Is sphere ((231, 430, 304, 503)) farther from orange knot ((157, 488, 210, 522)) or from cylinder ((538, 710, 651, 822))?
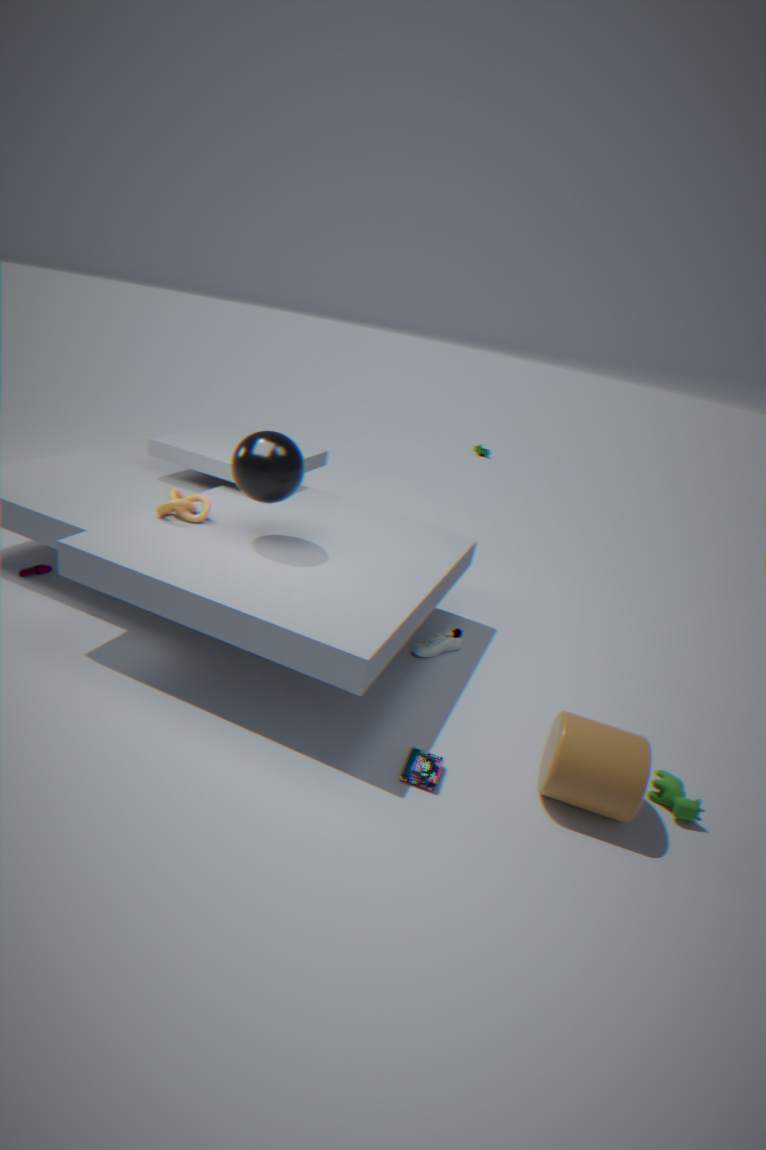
cylinder ((538, 710, 651, 822))
